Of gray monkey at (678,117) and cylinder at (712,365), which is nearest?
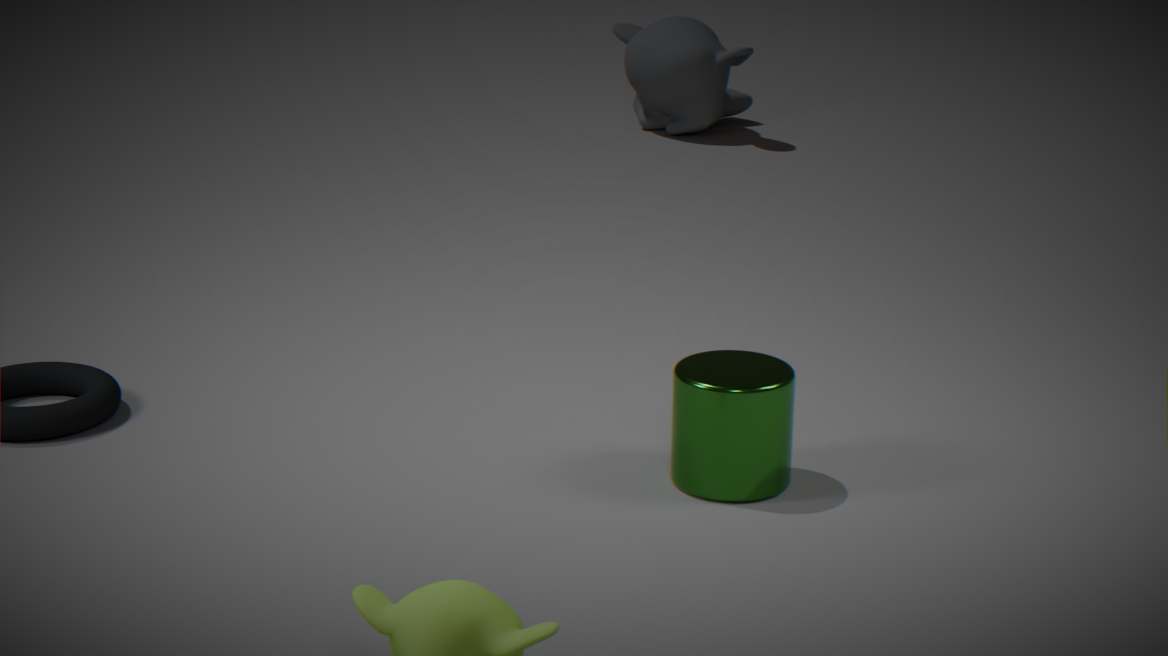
cylinder at (712,365)
